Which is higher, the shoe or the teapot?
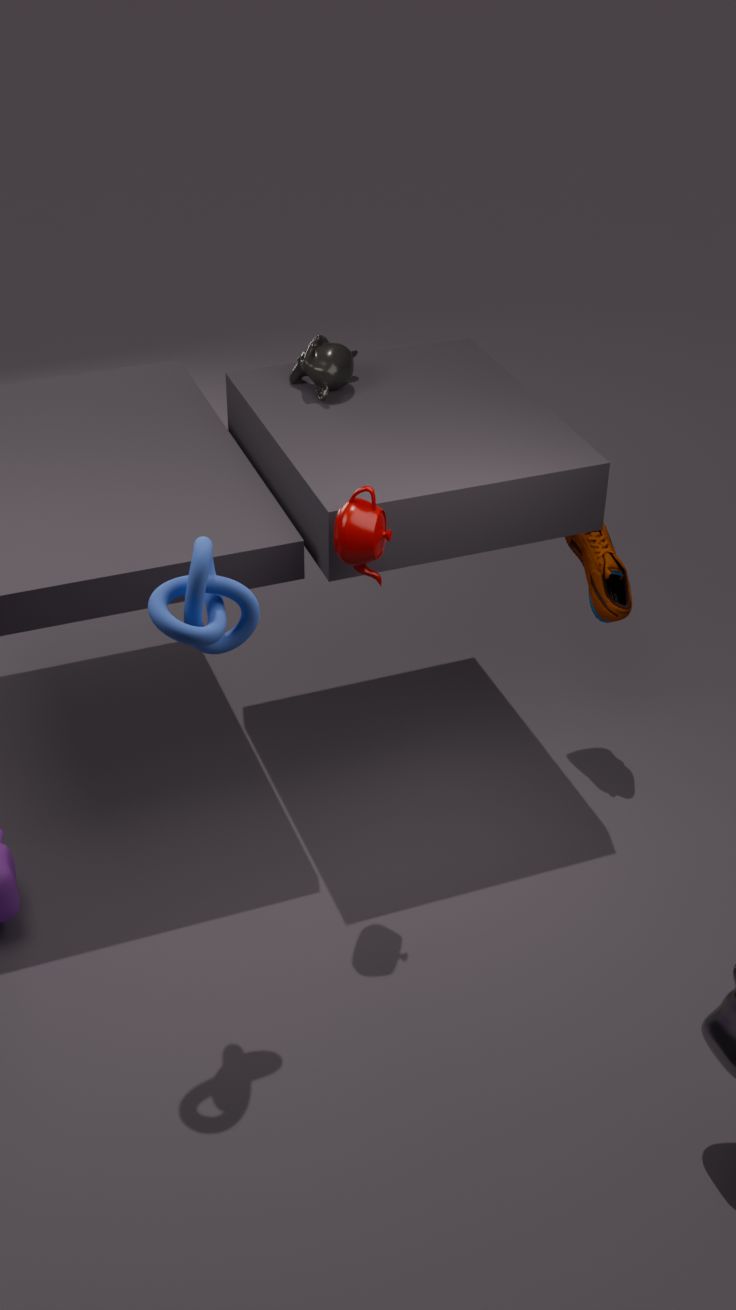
the teapot
